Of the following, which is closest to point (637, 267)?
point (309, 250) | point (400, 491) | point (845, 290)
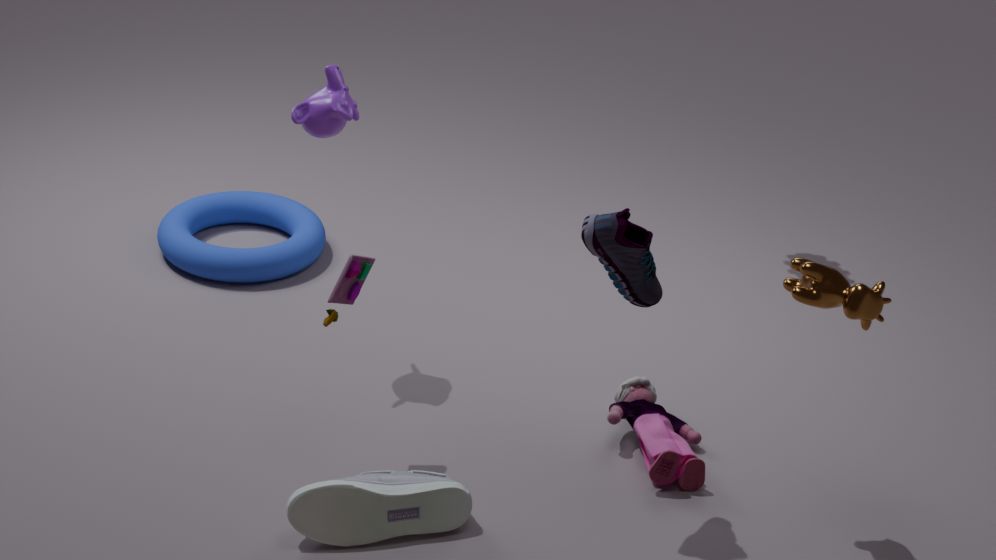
point (845, 290)
